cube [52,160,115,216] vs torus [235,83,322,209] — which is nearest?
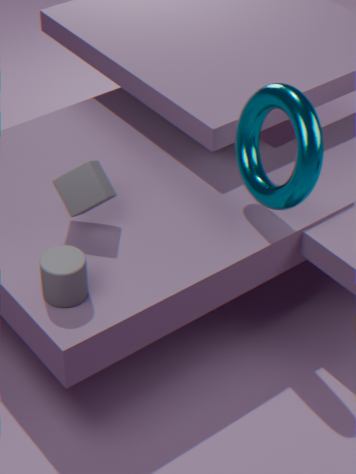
torus [235,83,322,209]
